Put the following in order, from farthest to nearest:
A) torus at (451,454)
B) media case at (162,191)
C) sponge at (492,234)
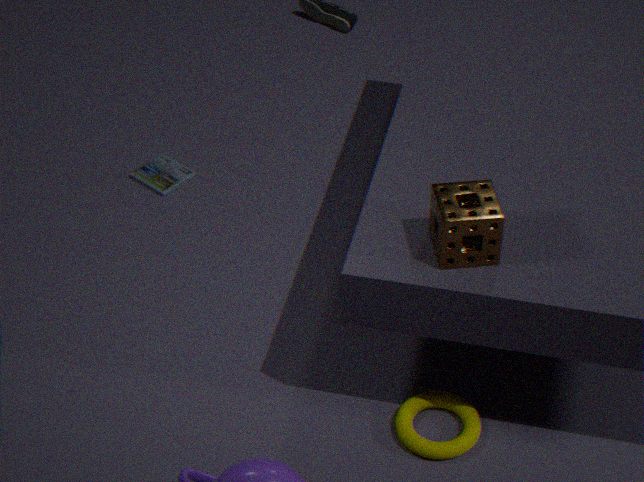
media case at (162,191) < torus at (451,454) < sponge at (492,234)
